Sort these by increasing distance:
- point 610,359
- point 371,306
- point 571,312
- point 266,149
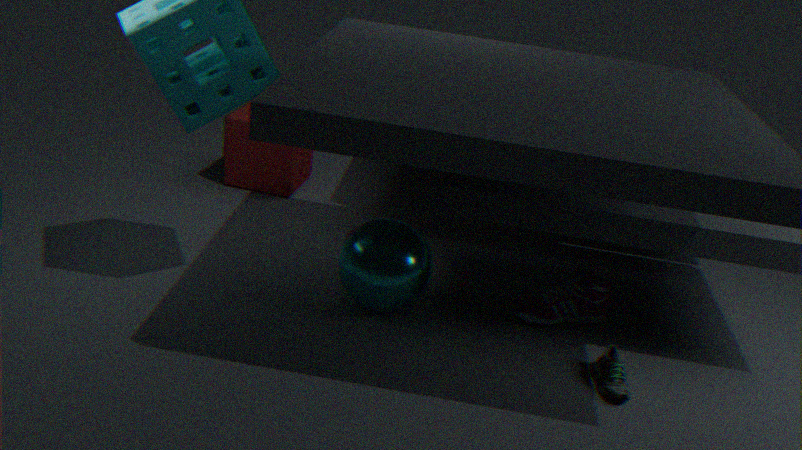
point 610,359 → point 371,306 → point 571,312 → point 266,149
